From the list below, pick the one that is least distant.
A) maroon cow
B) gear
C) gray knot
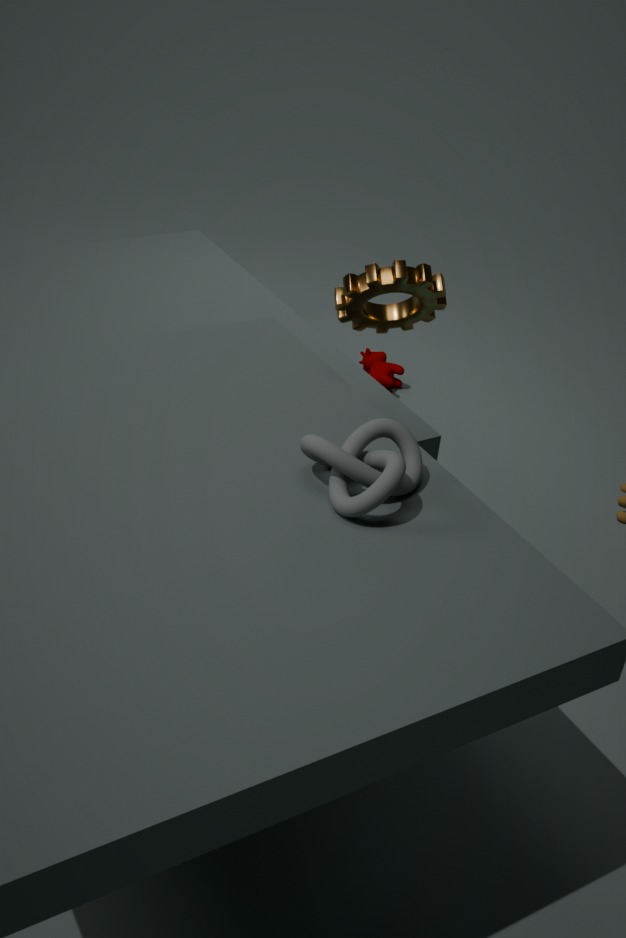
gray knot
